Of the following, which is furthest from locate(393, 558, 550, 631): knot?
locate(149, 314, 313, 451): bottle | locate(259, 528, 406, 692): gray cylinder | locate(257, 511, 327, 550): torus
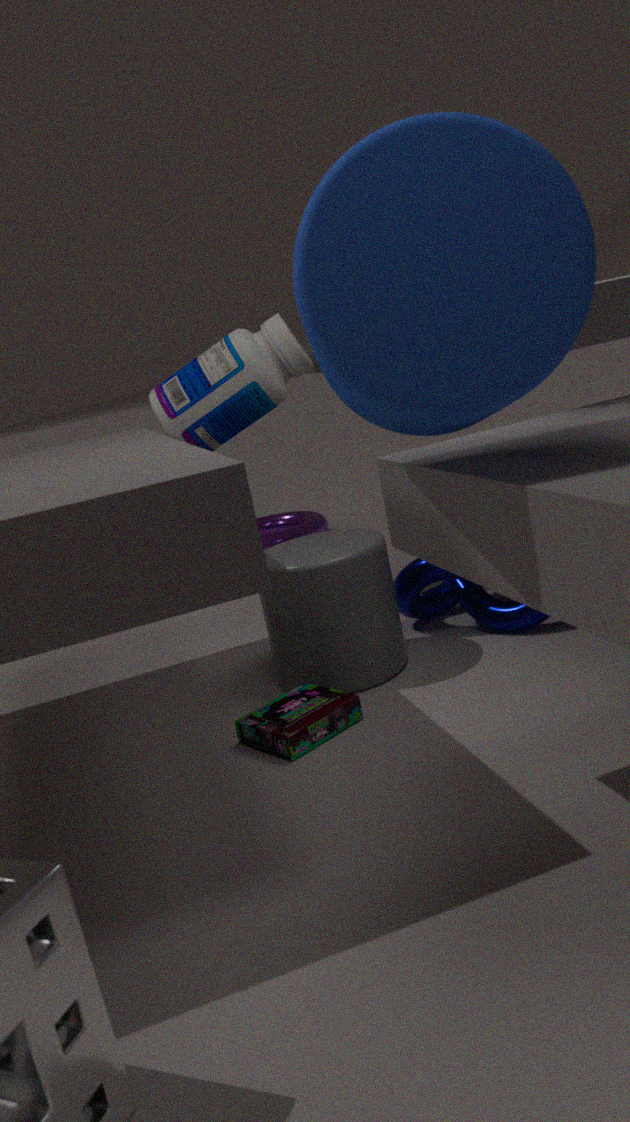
locate(257, 511, 327, 550): torus
